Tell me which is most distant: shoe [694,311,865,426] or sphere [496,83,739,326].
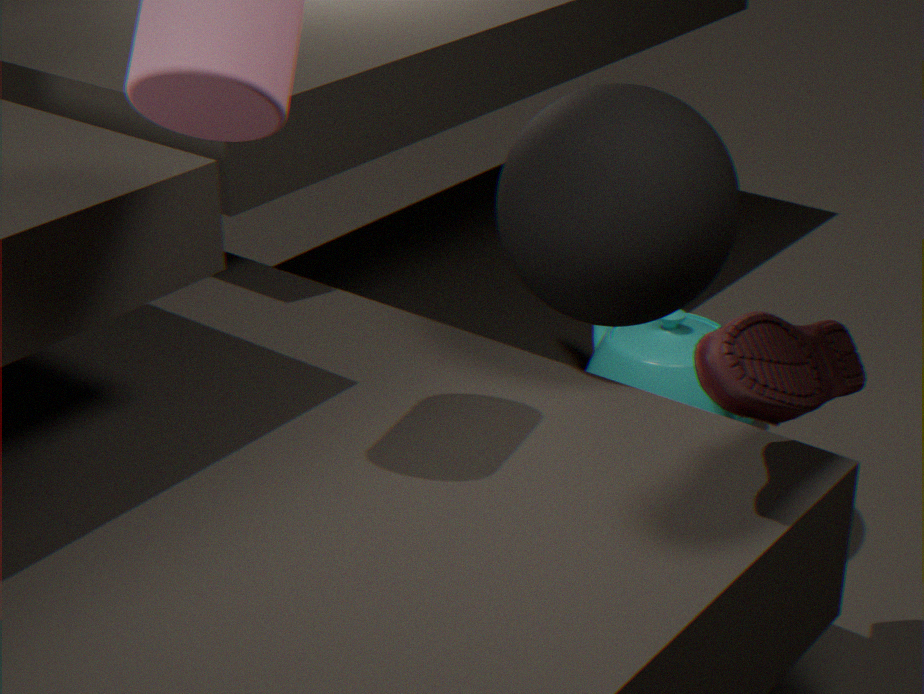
sphere [496,83,739,326]
